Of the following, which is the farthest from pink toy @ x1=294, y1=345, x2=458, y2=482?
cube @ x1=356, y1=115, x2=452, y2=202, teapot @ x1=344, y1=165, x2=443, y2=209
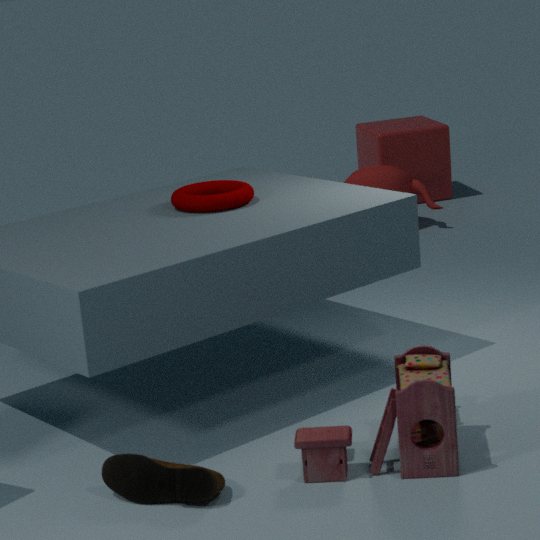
cube @ x1=356, y1=115, x2=452, y2=202
